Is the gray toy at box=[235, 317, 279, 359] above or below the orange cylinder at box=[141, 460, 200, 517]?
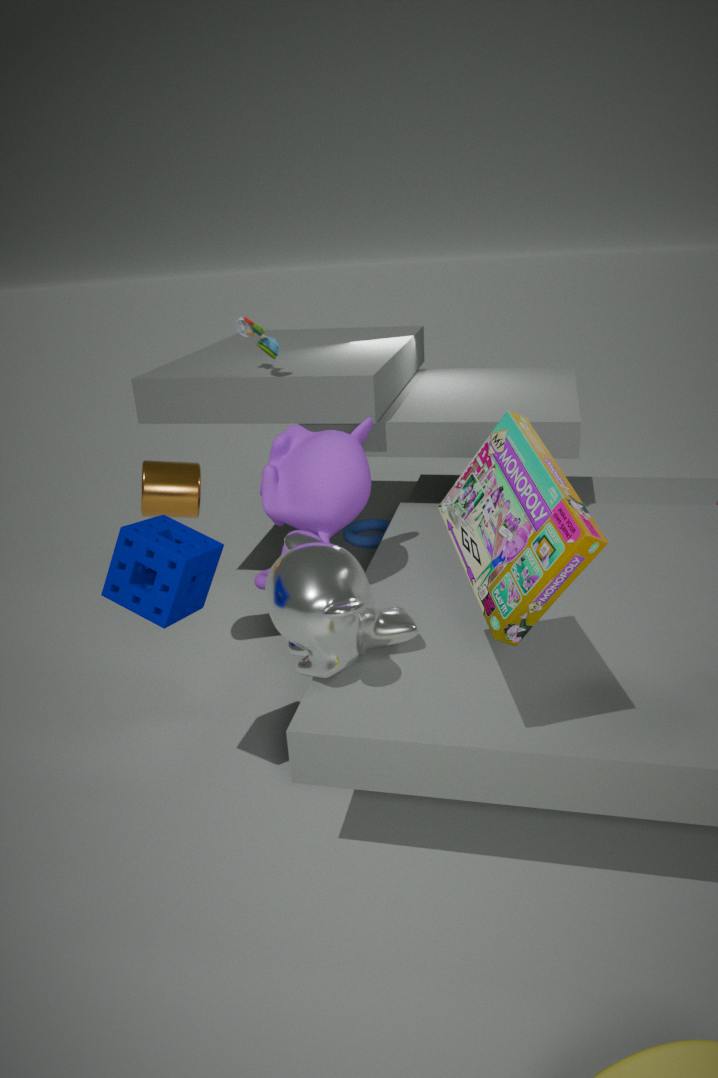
above
